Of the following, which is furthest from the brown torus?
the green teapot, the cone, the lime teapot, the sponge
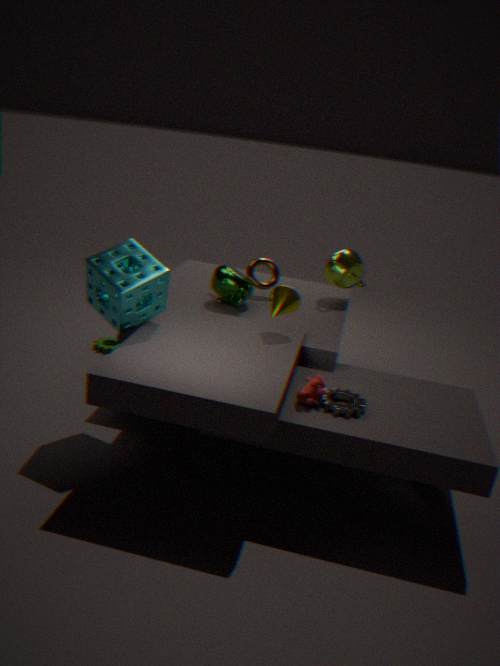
the sponge
